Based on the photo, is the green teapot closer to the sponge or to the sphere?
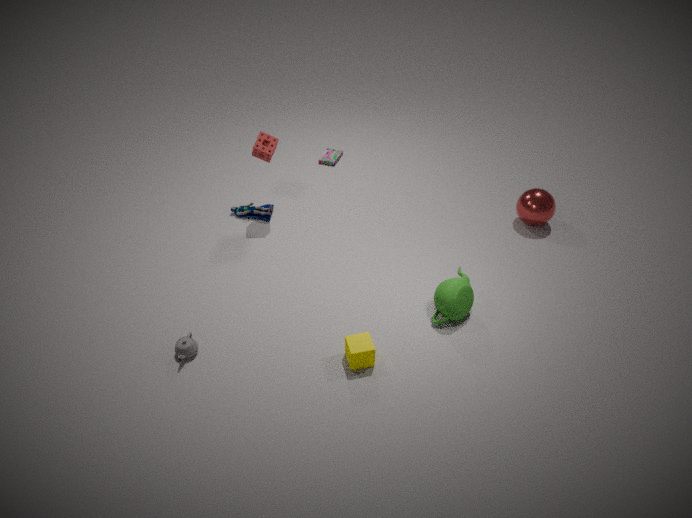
the sphere
